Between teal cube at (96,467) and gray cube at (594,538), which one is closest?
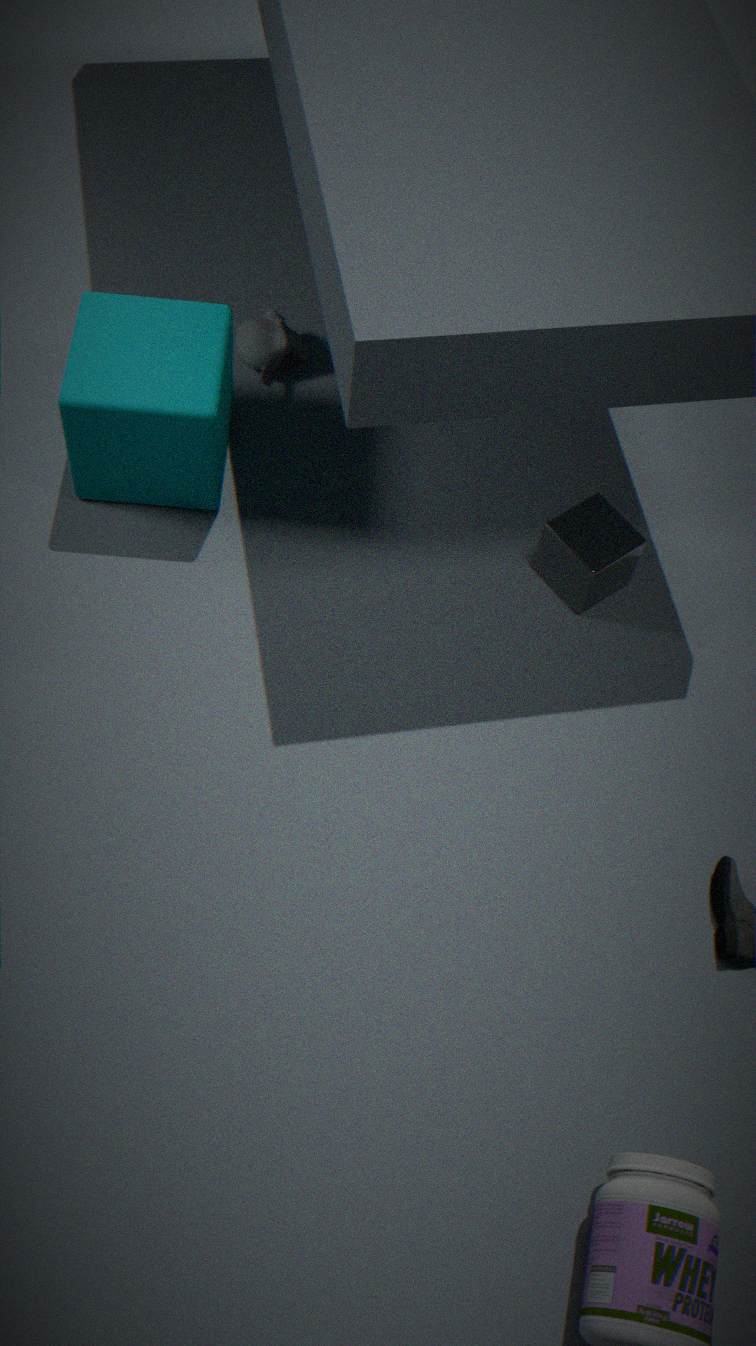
teal cube at (96,467)
